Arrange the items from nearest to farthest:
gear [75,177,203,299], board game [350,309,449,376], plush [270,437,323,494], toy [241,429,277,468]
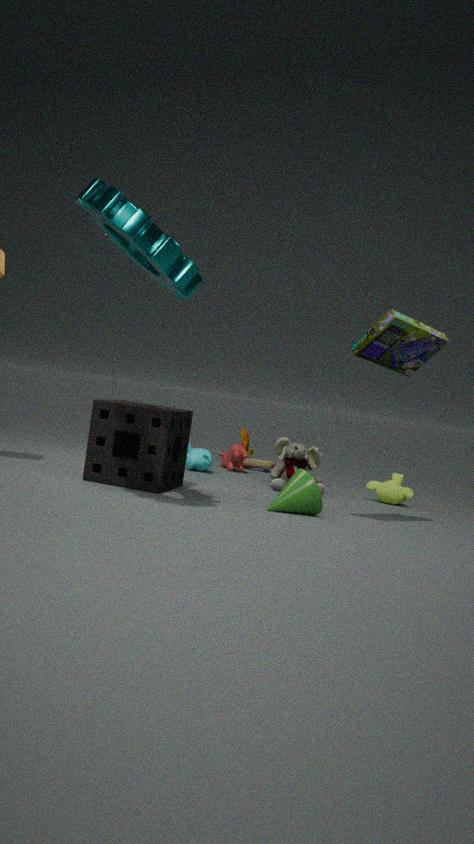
gear [75,177,203,299] → board game [350,309,449,376] → plush [270,437,323,494] → toy [241,429,277,468]
